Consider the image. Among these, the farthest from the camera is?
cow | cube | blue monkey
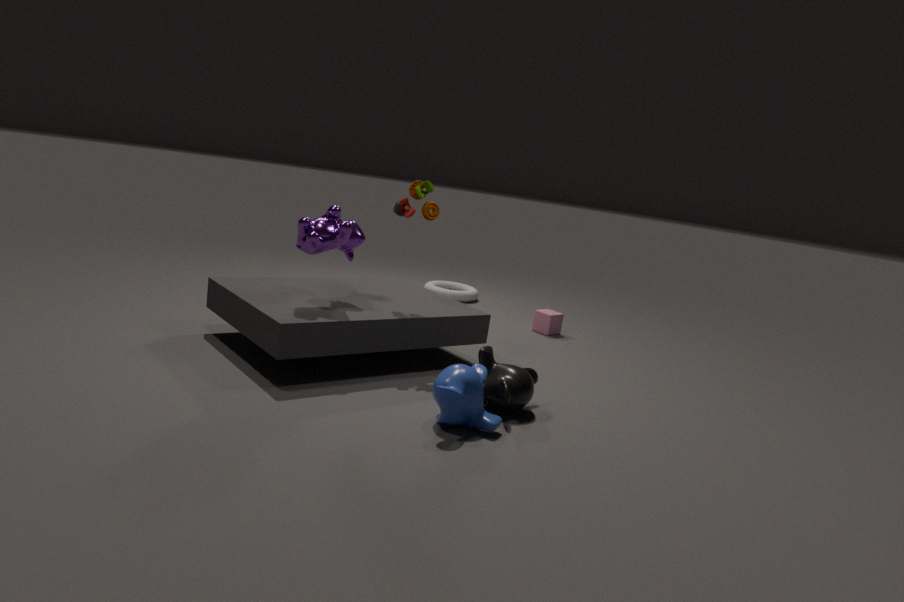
cube
